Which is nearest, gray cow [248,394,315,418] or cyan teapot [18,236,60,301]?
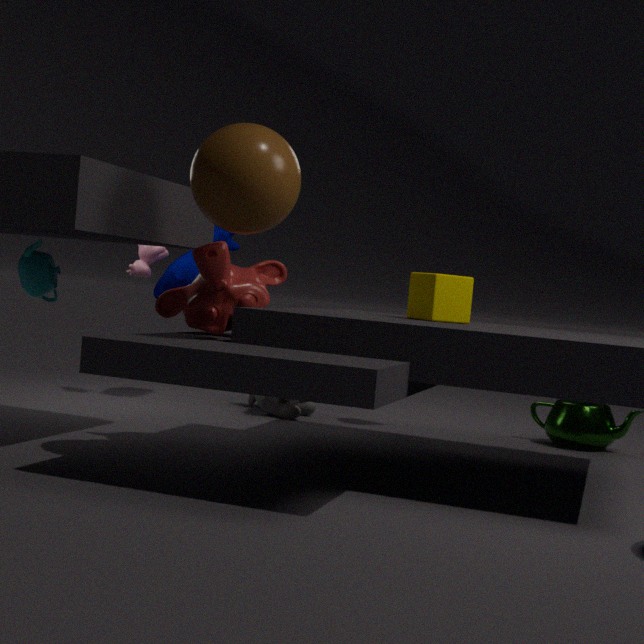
cyan teapot [18,236,60,301]
